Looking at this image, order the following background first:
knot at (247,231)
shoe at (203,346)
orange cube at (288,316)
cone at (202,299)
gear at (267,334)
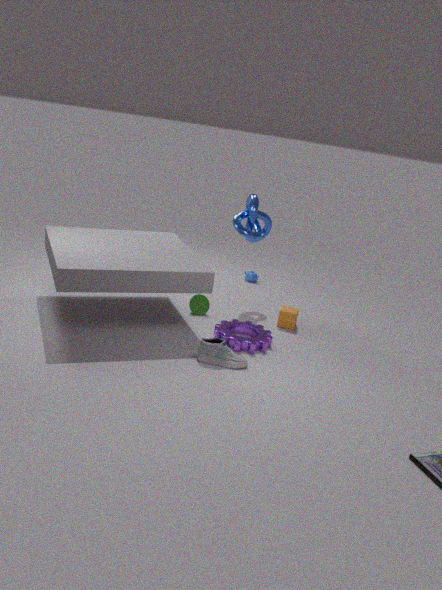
knot at (247,231) → cone at (202,299) → orange cube at (288,316) → gear at (267,334) → shoe at (203,346)
